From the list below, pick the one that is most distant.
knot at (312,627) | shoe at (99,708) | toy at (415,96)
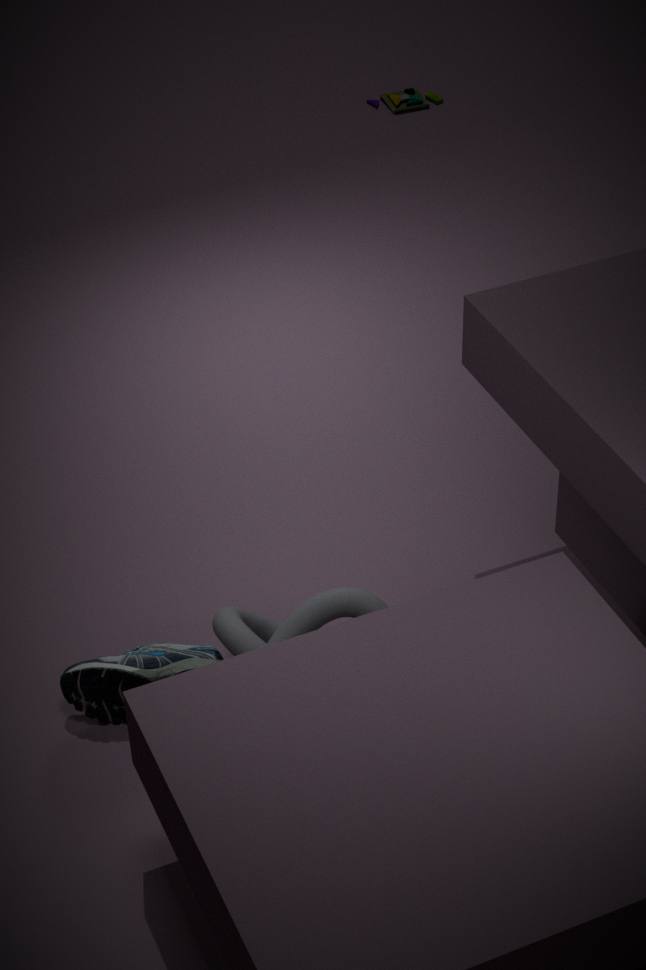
toy at (415,96)
